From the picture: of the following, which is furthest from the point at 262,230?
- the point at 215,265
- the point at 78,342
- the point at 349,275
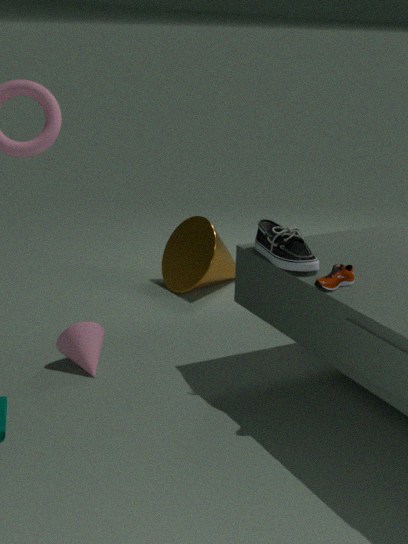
the point at 215,265
